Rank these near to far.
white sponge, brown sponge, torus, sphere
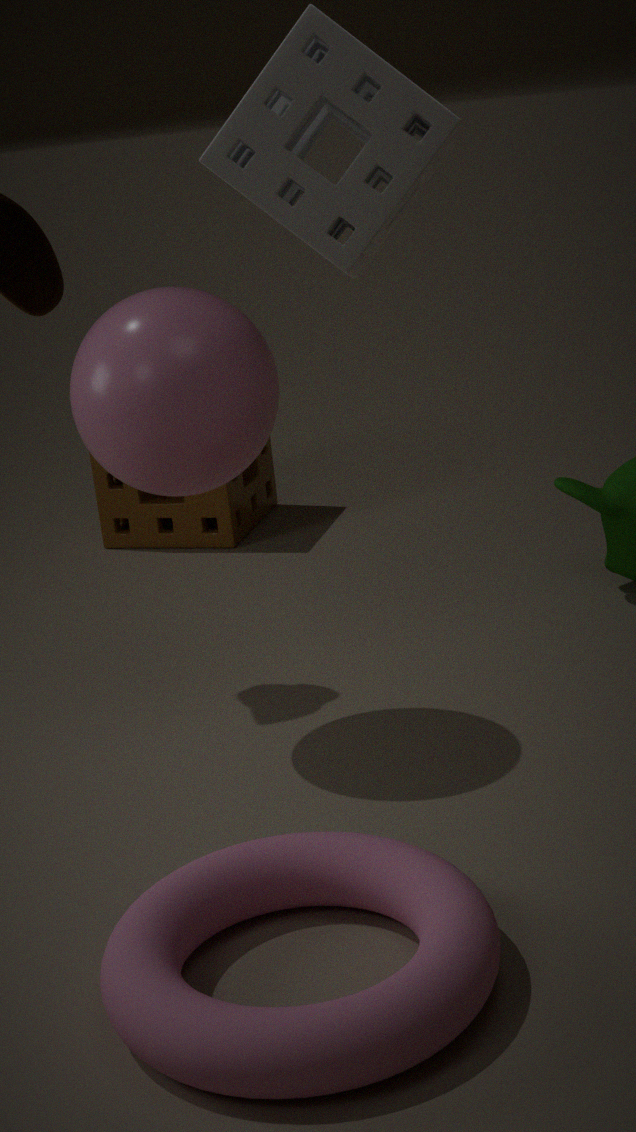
white sponge → torus → sphere → brown sponge
